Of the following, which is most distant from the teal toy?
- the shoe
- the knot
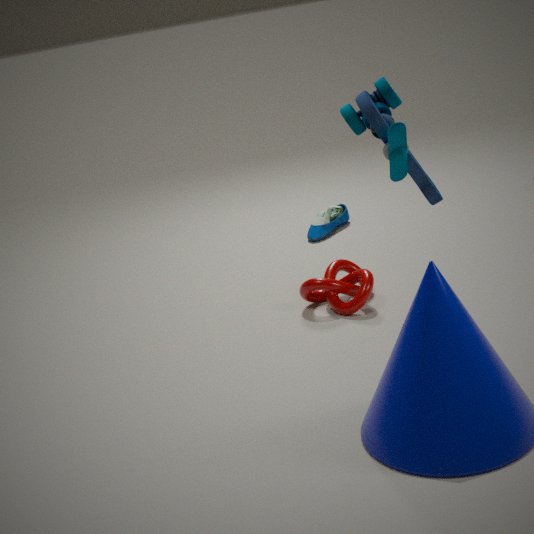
the shoe
